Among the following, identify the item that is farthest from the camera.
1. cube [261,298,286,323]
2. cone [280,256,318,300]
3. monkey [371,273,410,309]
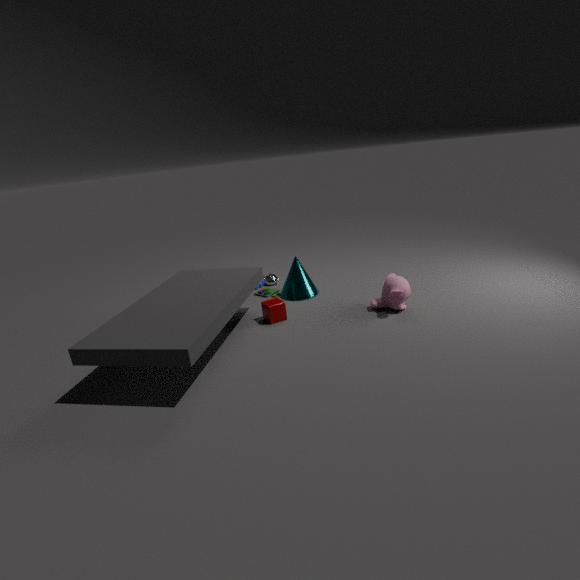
cone [280,256,318,300]
